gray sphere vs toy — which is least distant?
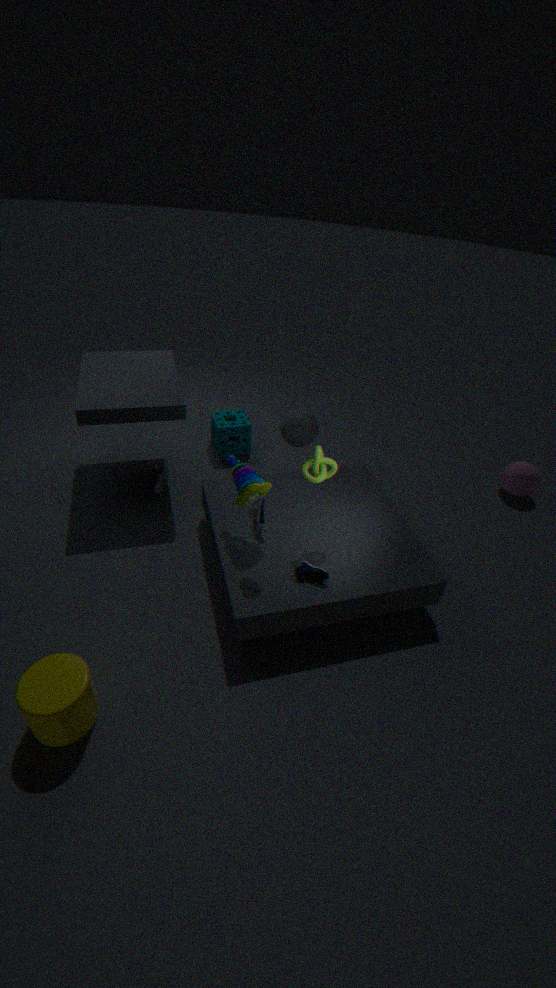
toy
